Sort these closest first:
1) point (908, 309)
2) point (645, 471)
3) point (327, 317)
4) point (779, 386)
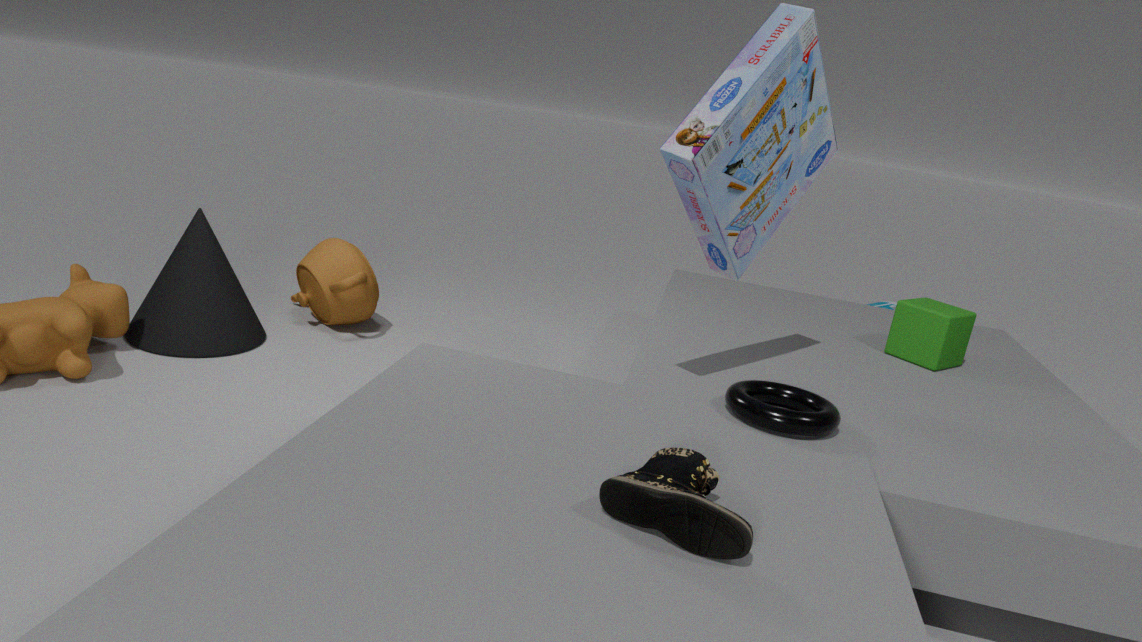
2. point (645, 471), 4. point (779, 386), 1. point (908, 309), 3. point (327, 317)
